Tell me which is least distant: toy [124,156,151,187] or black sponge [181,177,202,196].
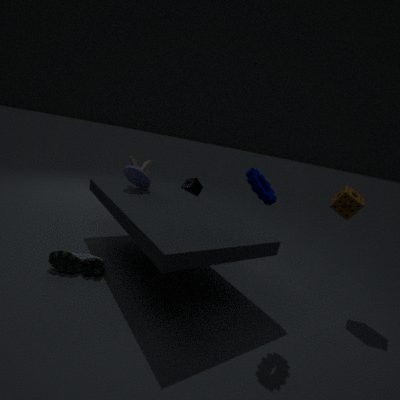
toy [124,156,151,187]
